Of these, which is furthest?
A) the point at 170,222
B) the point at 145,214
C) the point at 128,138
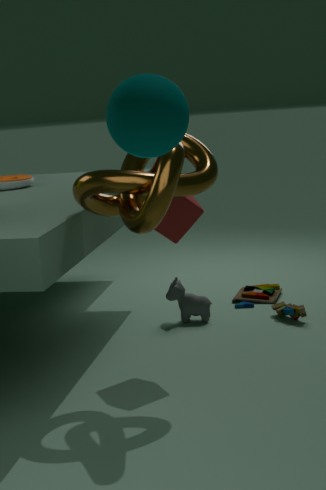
the point at 170,222
